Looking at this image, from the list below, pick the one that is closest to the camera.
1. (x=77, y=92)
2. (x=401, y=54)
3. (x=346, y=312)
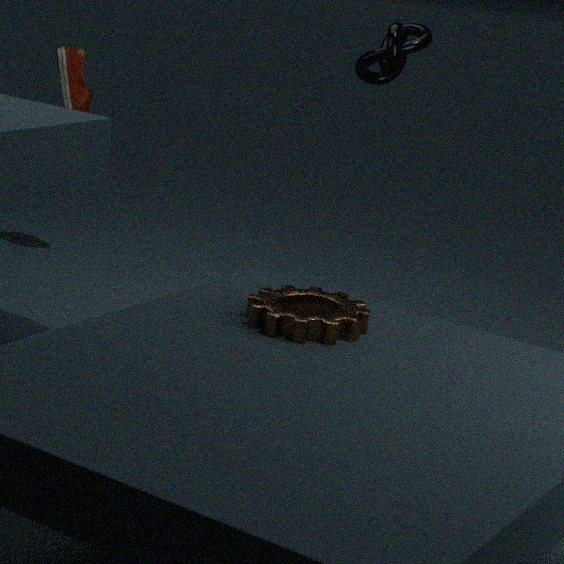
(x=346, y=312)
